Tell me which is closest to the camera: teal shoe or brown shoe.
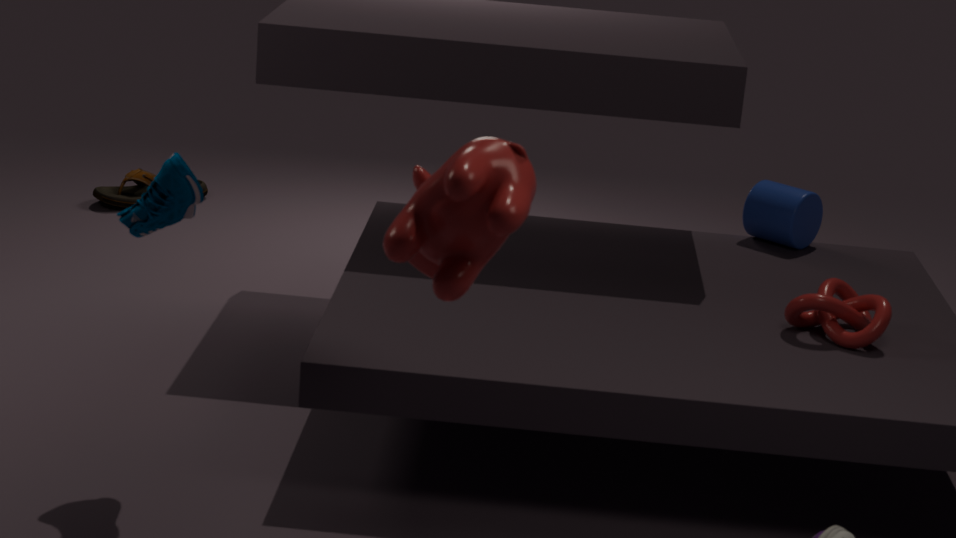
teal shoe
